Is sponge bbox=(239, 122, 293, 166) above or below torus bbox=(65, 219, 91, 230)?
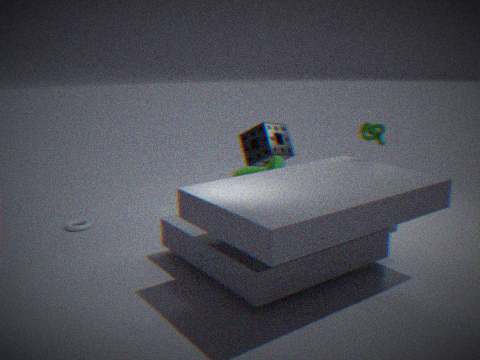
above
